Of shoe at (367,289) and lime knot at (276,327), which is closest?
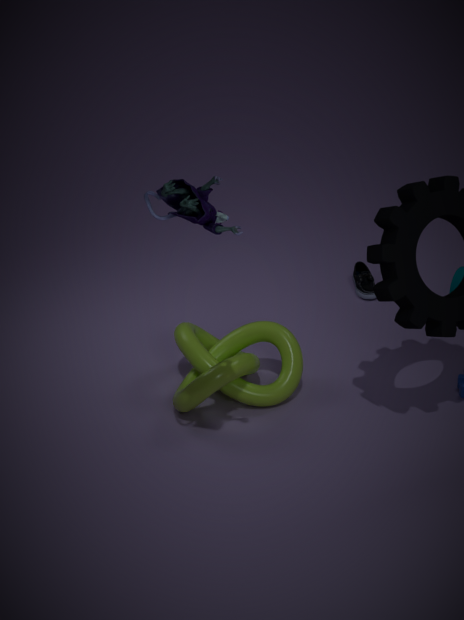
lime knot at (276,327)
